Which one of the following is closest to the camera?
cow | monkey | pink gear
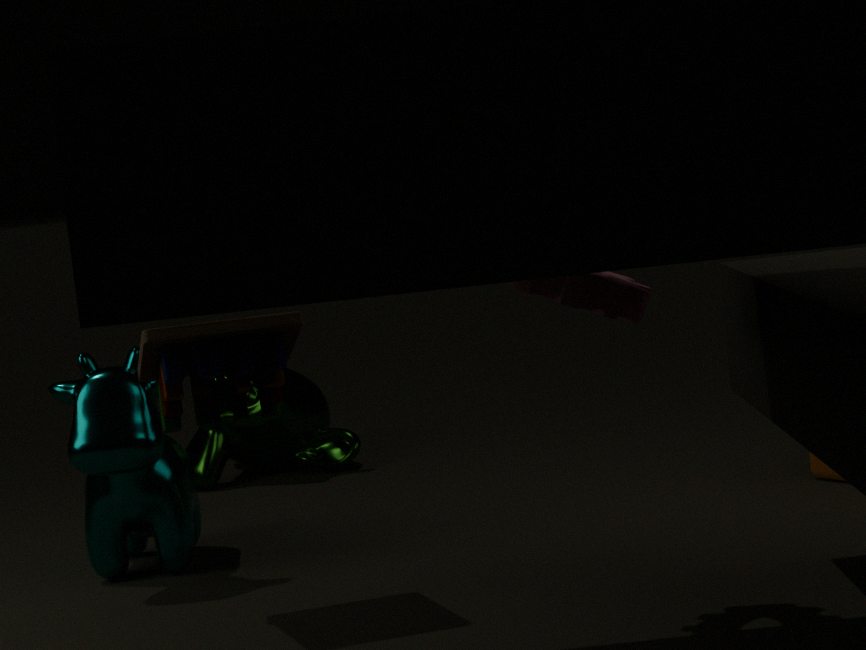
pink gear
